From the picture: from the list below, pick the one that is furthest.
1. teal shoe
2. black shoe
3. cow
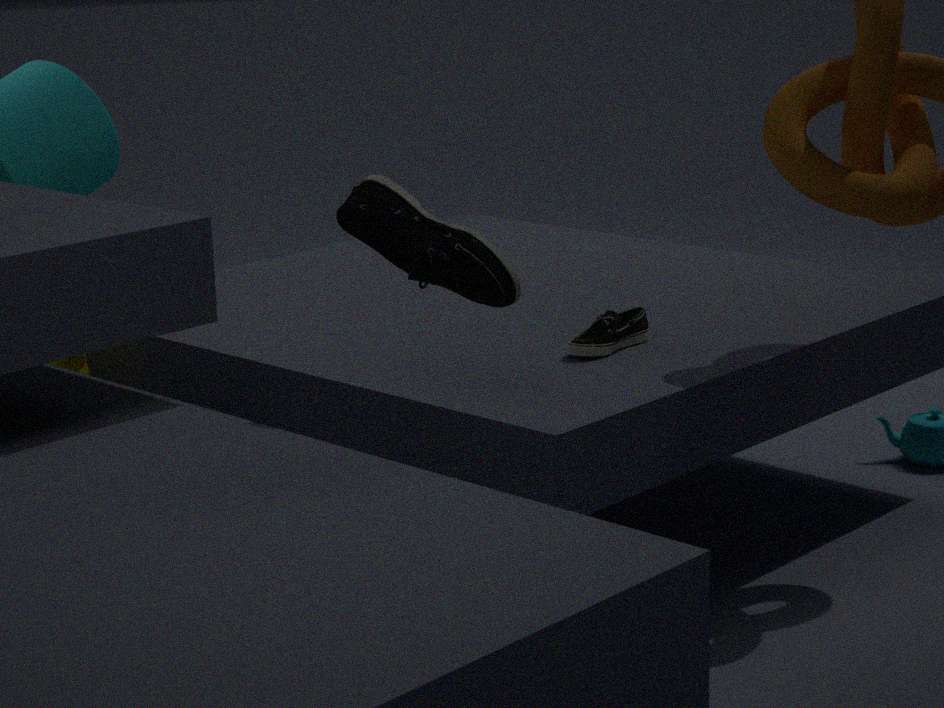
cow
